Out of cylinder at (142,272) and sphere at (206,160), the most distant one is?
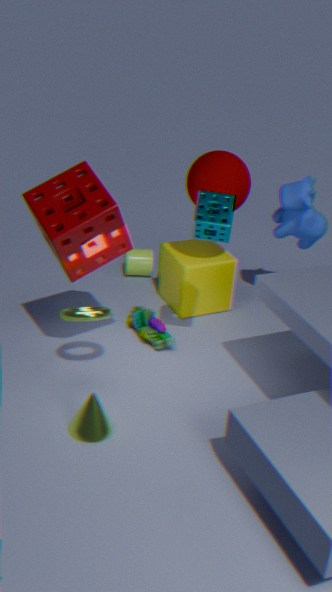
cylinder at (142,272)
